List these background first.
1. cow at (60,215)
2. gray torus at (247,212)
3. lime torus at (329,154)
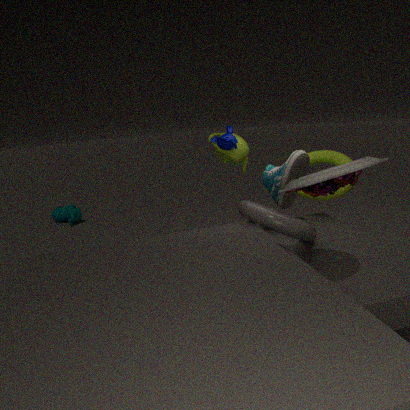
cow at (60,215), lime torus at (329,154), gray torus at (247,212)
